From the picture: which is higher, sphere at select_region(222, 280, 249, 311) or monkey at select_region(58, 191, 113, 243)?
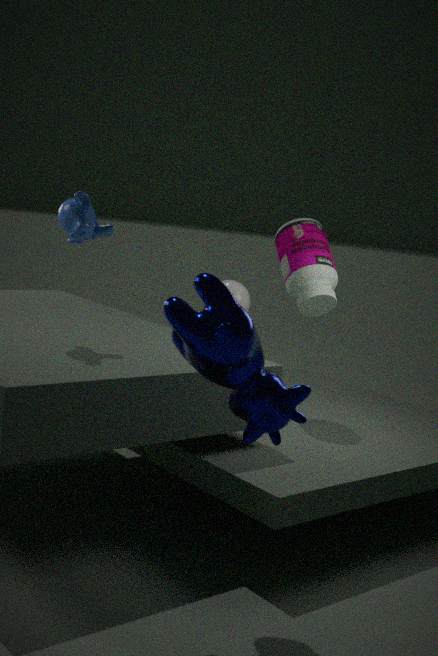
monkey at select_region(58, 191, 113, 243)
